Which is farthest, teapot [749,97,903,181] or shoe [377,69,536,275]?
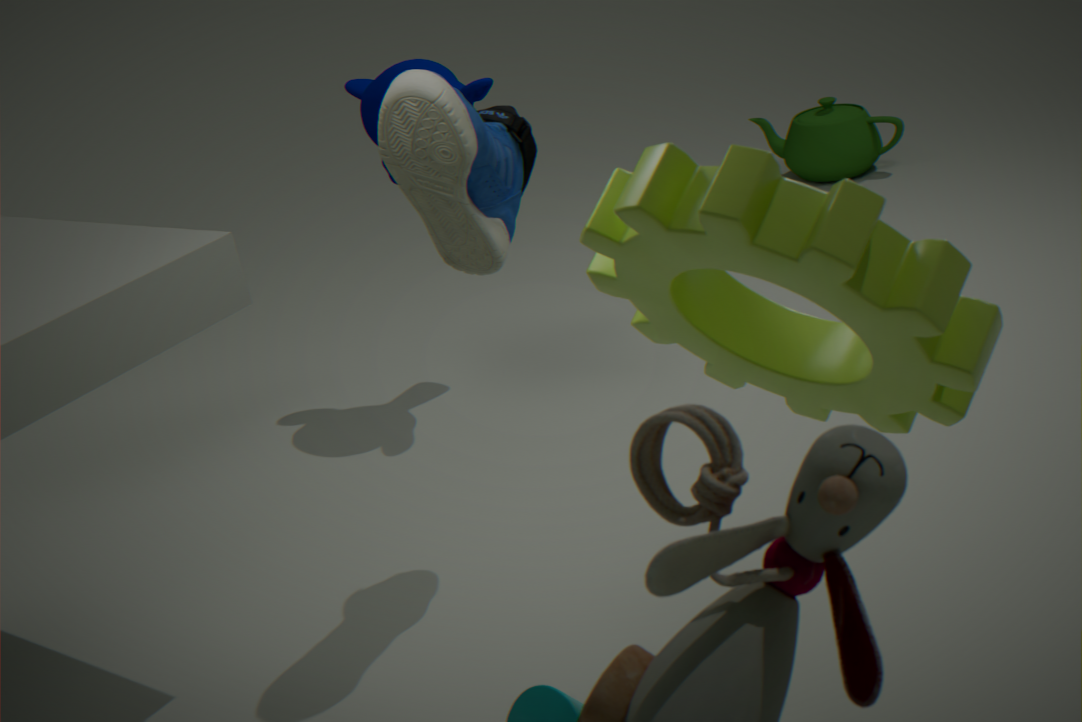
teapot [749,97,903,181]
